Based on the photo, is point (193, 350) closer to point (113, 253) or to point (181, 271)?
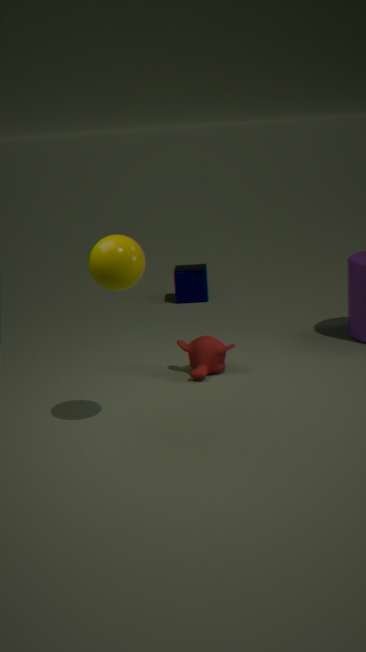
point (113, 253)
